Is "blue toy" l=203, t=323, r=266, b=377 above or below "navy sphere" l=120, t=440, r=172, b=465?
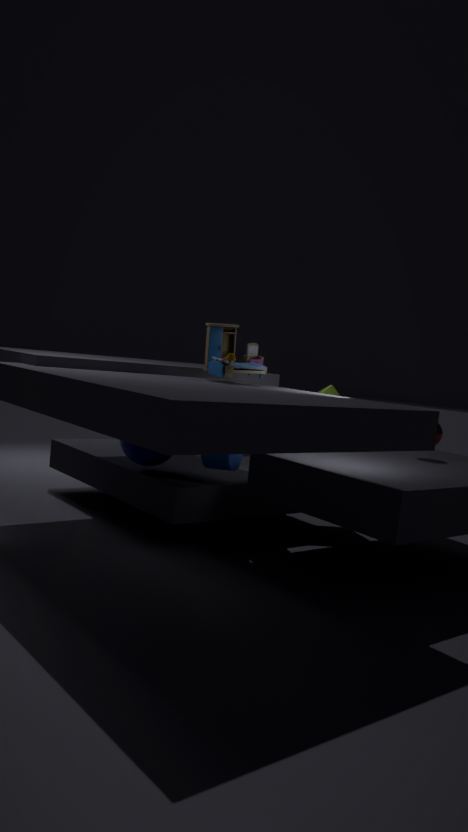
above
